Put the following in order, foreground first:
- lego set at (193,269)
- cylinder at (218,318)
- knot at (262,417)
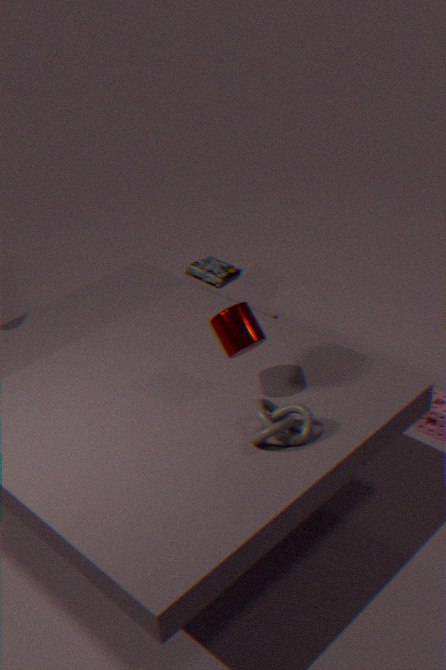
knot at (262,417)
cylinder at (218,318)
lego set at (193,269)
